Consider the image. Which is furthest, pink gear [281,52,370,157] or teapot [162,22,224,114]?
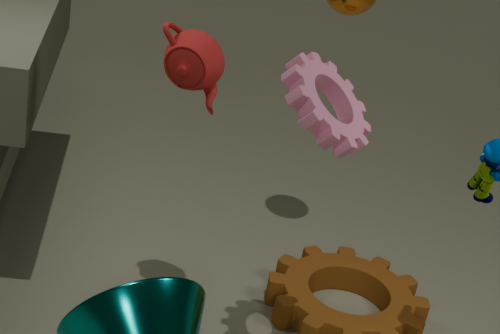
teapot [162,22,224,114]
